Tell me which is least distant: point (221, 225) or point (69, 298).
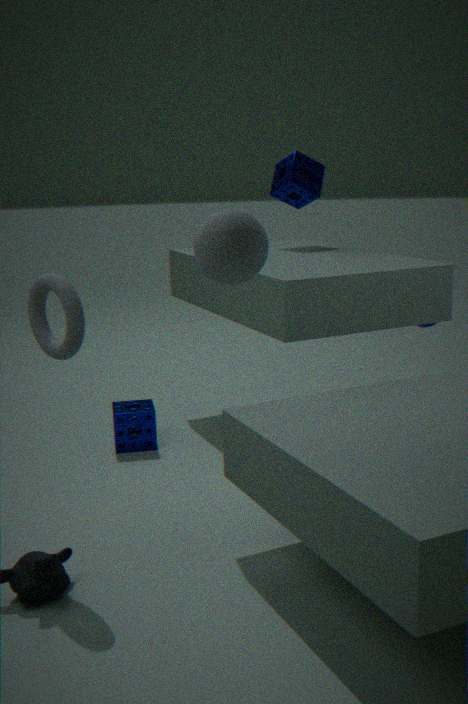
point (221, 225)
